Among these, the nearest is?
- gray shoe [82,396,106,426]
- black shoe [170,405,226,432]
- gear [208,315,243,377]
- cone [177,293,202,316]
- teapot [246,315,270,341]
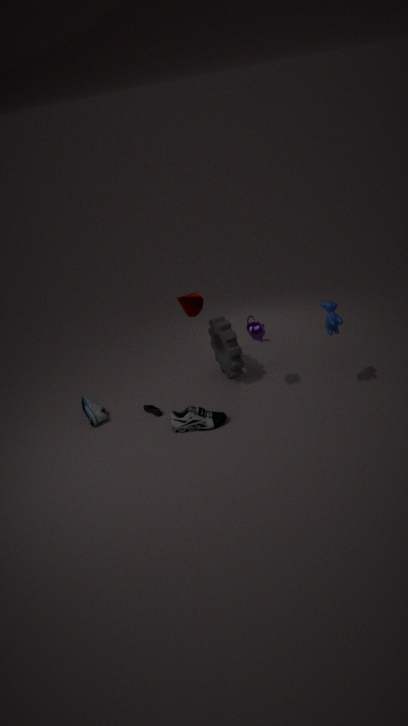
black shoe [170,405,226,432]
